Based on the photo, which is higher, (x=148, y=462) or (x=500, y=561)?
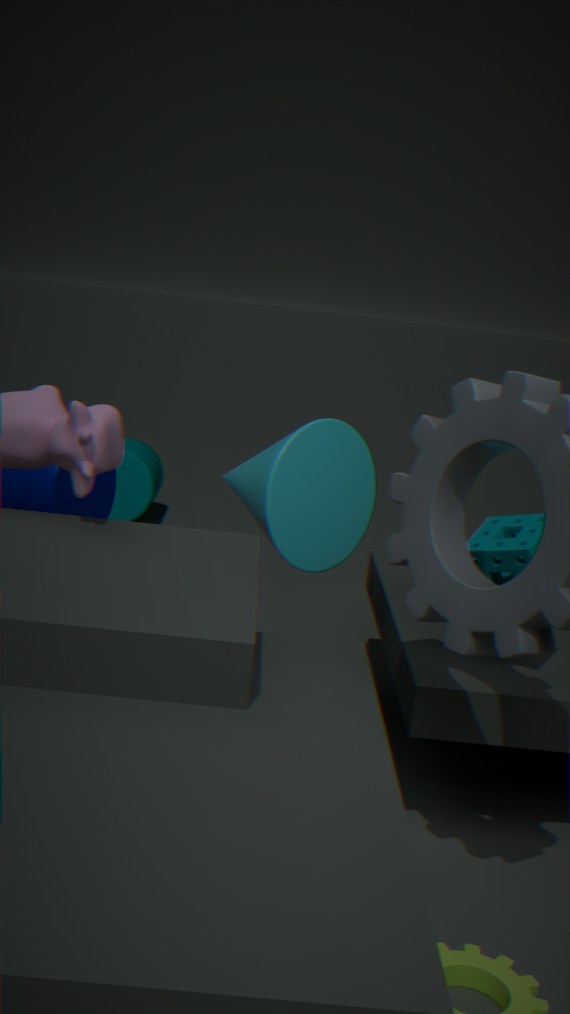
(x=500, y=561)
